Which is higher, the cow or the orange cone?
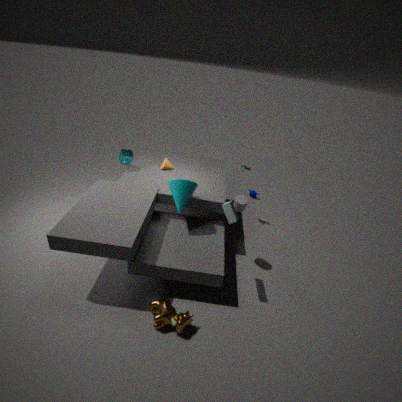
the orange cone
